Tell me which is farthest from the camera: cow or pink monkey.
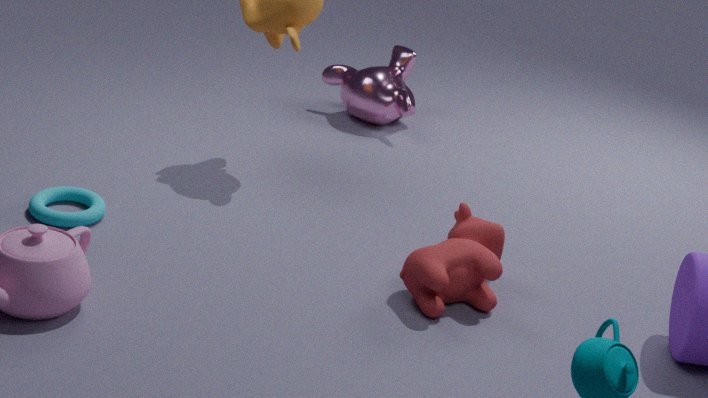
pink monkey
